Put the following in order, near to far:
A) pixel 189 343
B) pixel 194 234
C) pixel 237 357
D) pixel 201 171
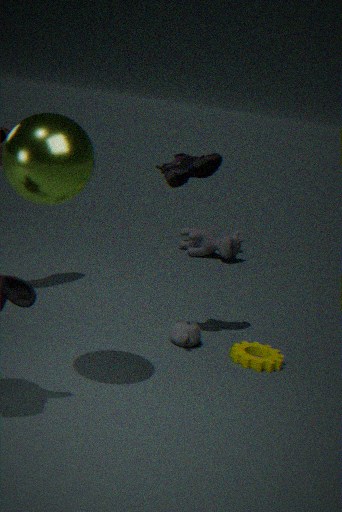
1. pixel 201 171
2. pixel 237 357
3. pixel 189 343
4. pixel 194 234
